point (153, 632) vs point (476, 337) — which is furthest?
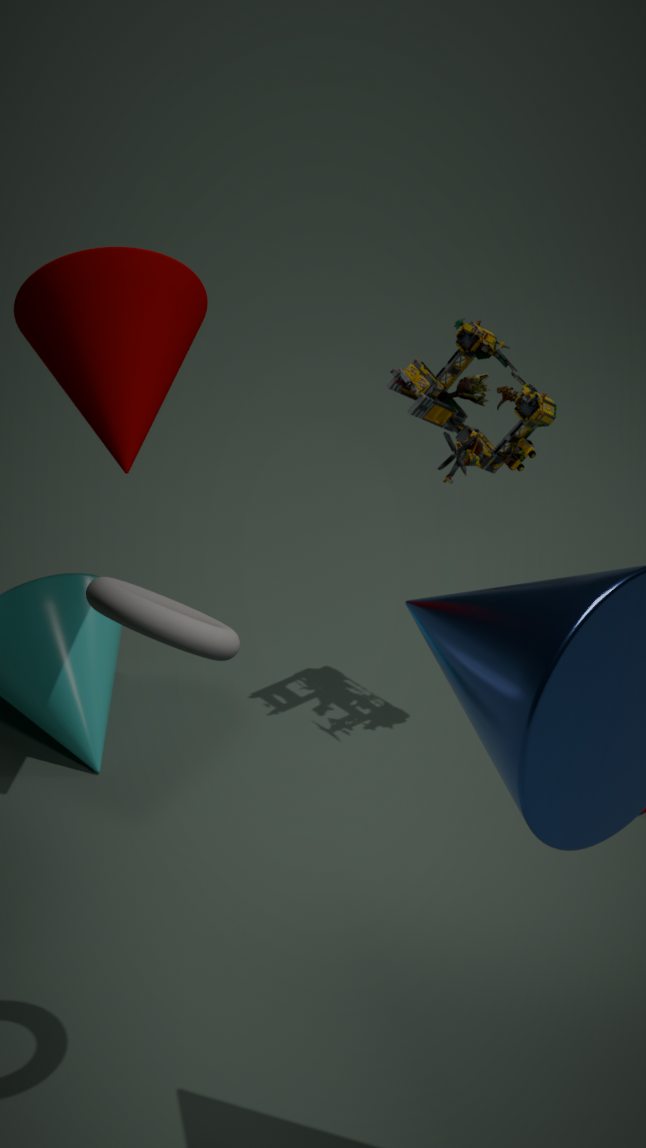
point (476, 337)
